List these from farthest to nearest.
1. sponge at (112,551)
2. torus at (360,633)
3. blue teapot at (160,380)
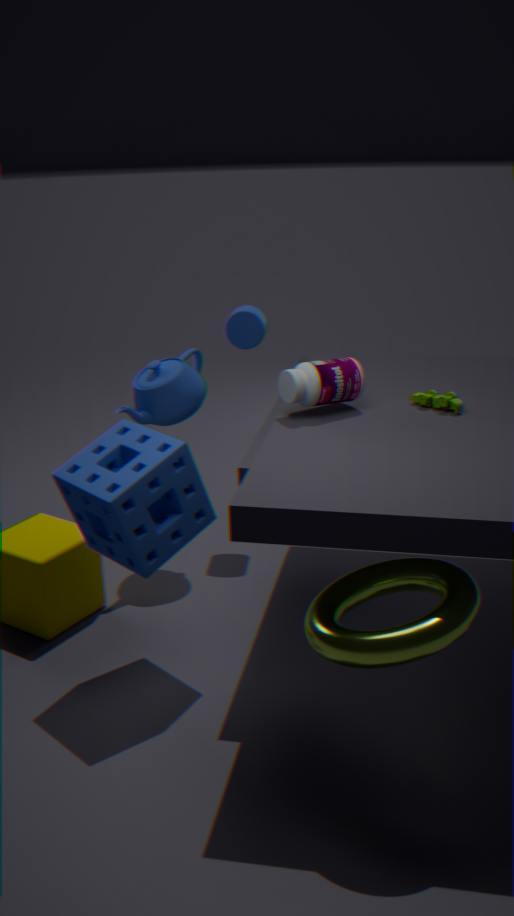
1. blue teapot at (160,380)
2. sponge at (112,551)
3. torus at (360,633)
